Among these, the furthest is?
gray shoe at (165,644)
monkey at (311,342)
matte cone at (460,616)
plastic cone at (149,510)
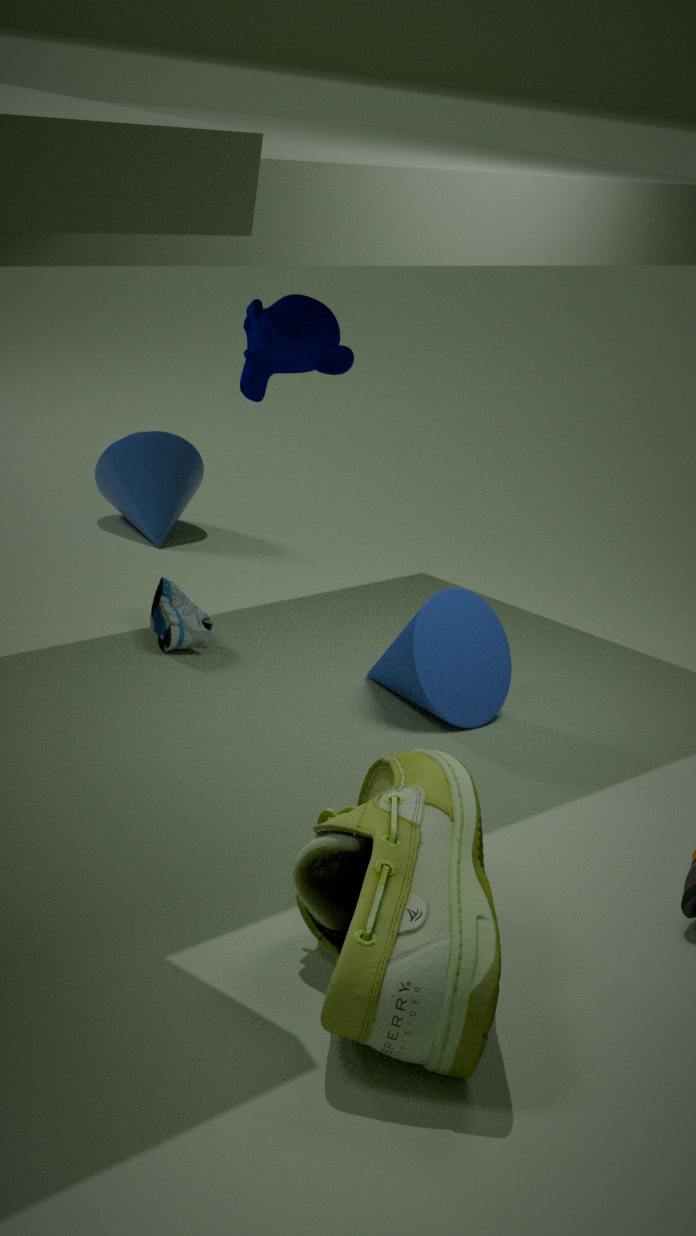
plastic cone at (149,510)
